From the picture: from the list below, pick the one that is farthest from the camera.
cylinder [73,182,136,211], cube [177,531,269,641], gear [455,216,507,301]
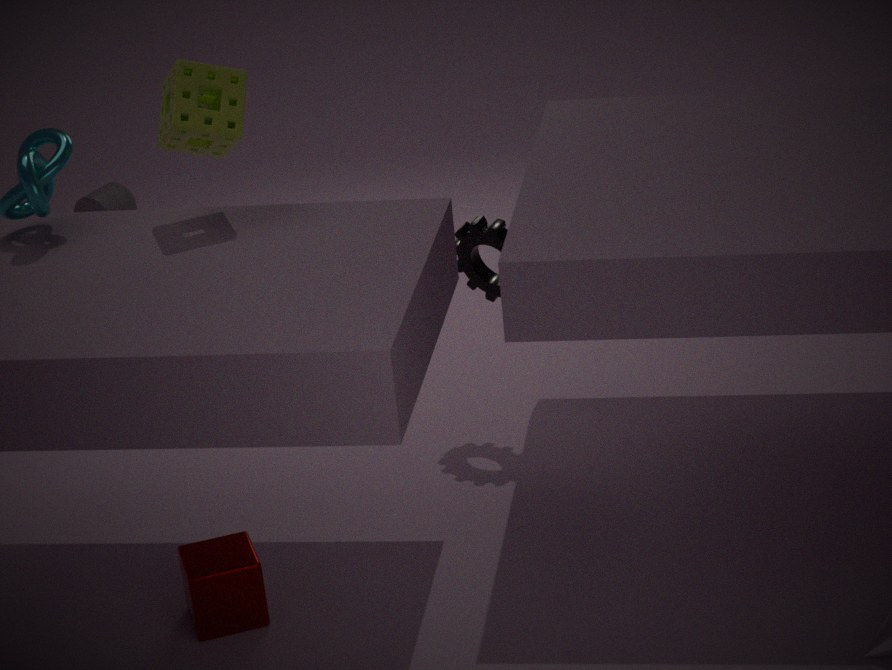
cylinder [73,182,136,211]
